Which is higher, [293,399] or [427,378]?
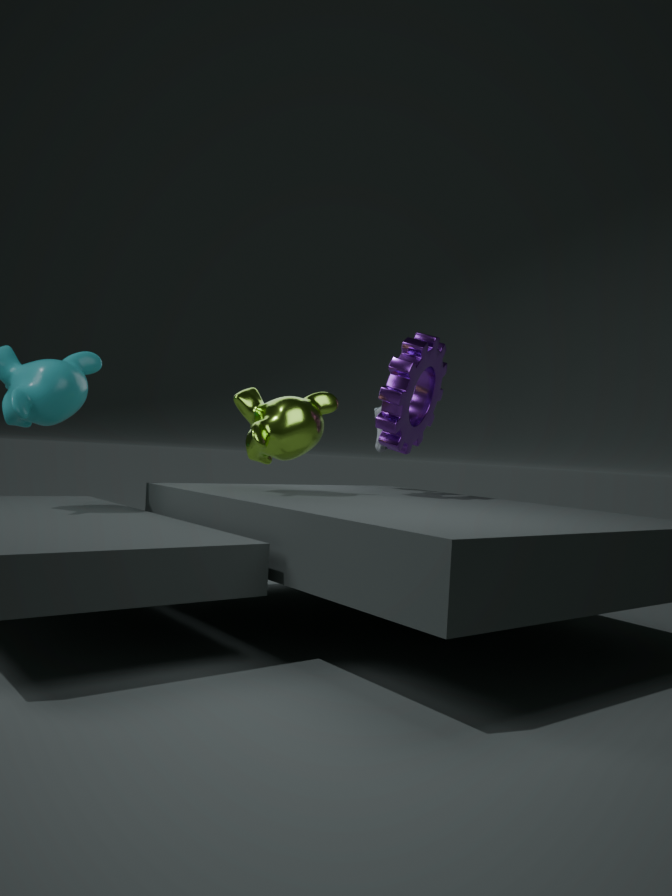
[427,378]
